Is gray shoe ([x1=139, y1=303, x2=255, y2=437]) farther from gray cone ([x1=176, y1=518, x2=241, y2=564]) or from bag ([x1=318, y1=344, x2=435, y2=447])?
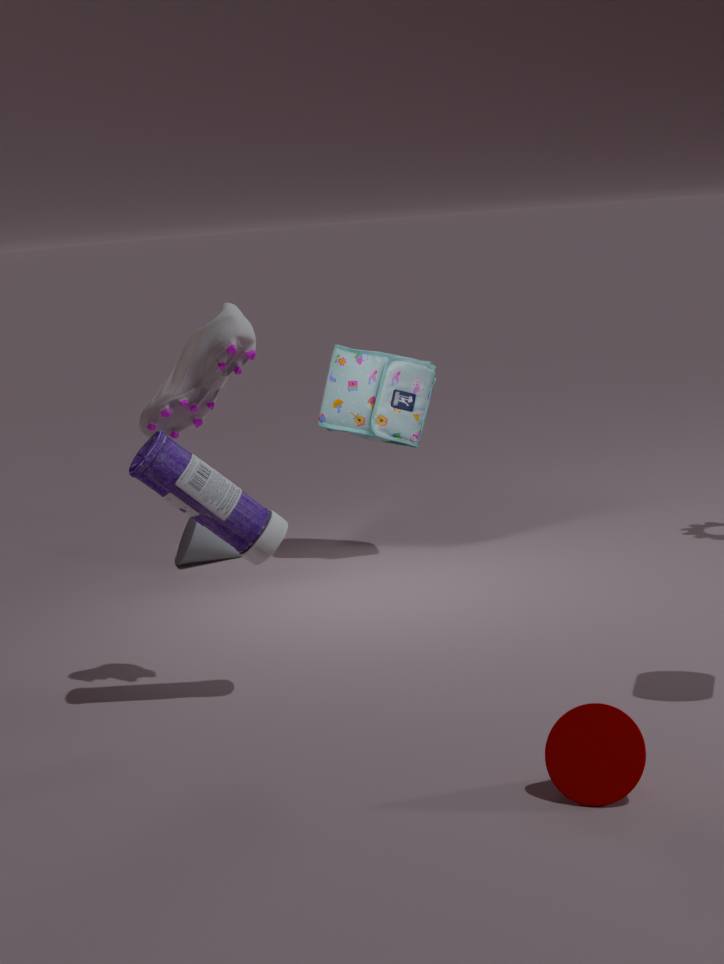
gray cone ([x1=176, y1=518, x2=241, y2=564])
